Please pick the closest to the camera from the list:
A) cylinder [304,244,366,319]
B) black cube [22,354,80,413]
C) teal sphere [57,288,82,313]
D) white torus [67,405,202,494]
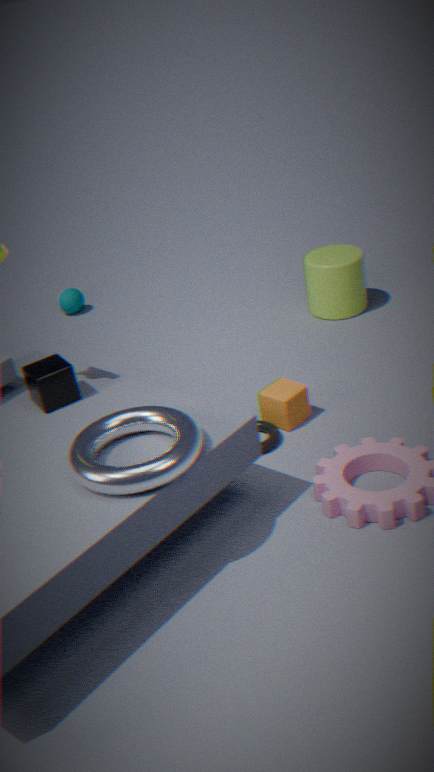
D. white torus [67,405,202,494]
